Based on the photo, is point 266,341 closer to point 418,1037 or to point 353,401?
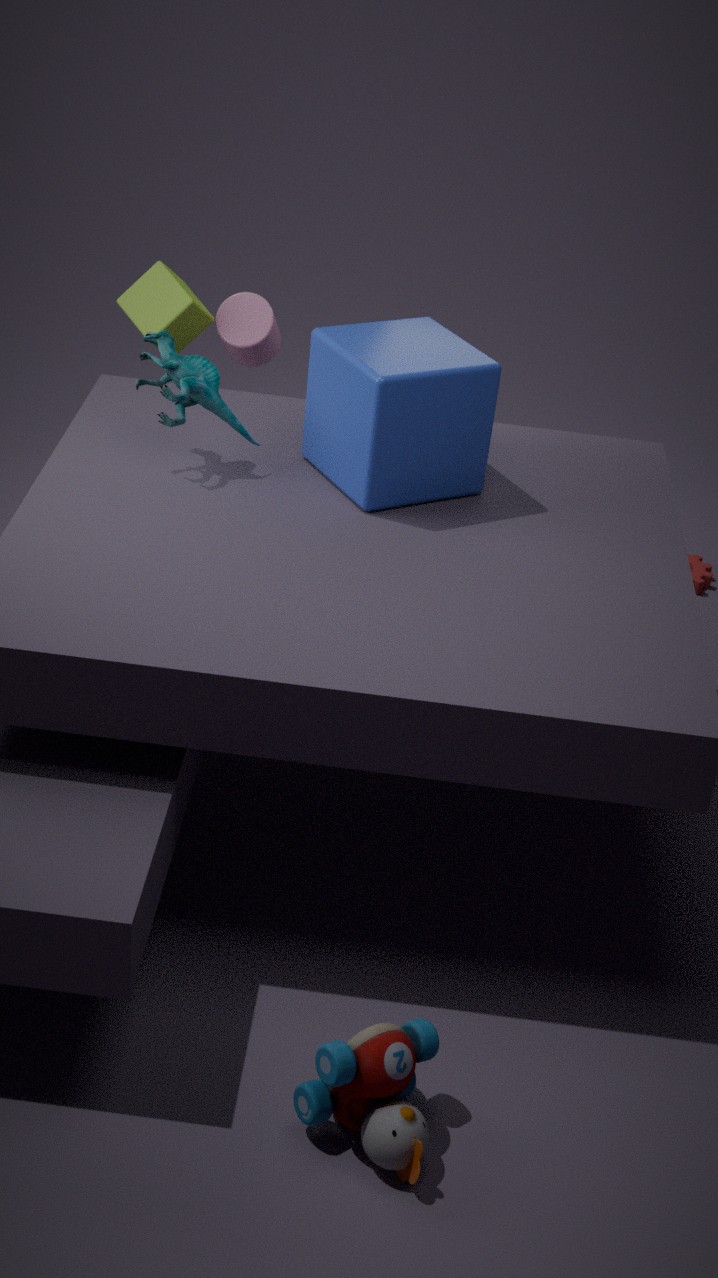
point 353,401
